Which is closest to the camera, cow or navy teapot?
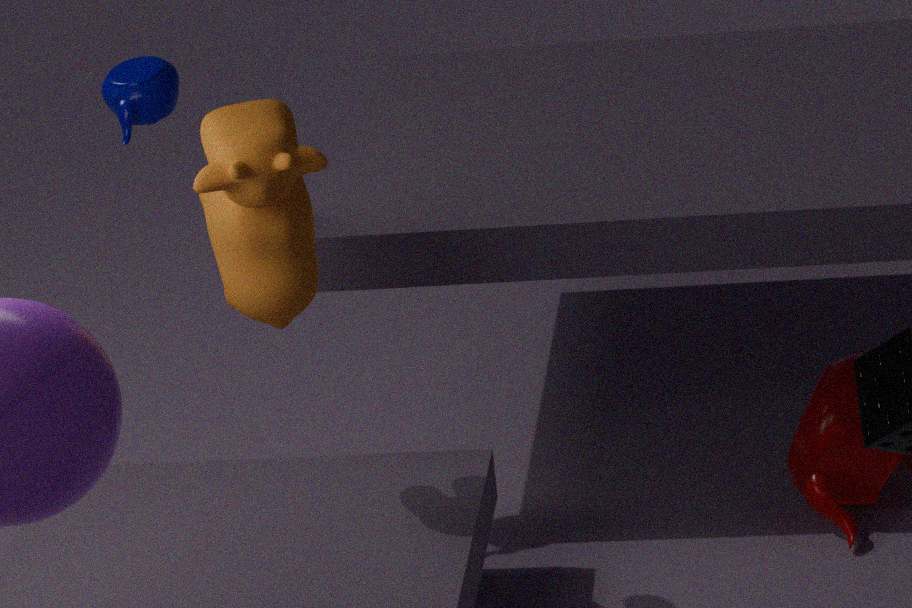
cow
